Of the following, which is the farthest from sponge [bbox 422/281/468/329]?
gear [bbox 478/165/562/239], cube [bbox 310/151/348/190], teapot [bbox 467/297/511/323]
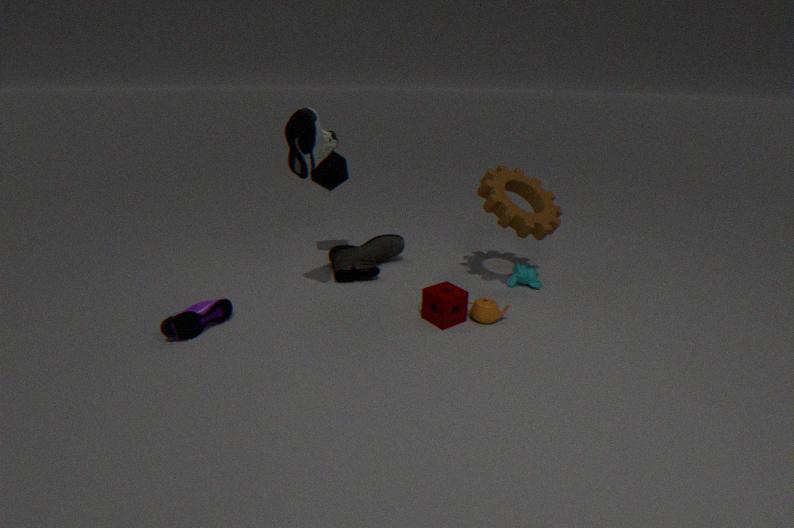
cube [bbox 310/151/348/190]
